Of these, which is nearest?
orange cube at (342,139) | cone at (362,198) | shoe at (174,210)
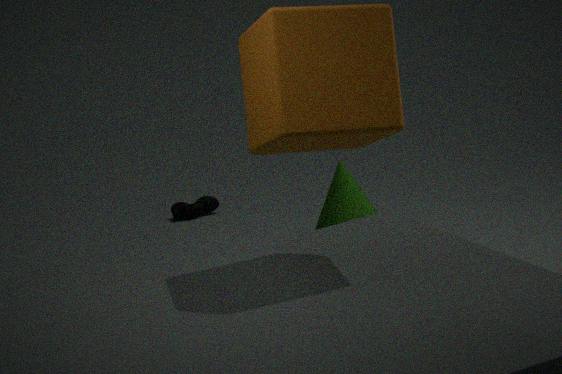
orange cube at (342,139)
